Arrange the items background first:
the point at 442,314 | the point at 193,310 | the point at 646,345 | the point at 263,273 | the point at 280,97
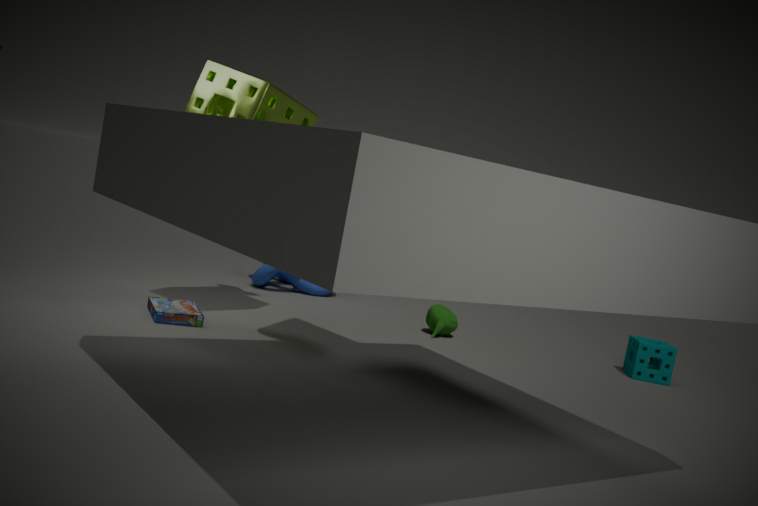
the point at 263,273, the point at 442,314, the point at 646,345, the point at 193,310, the point at 280,97
